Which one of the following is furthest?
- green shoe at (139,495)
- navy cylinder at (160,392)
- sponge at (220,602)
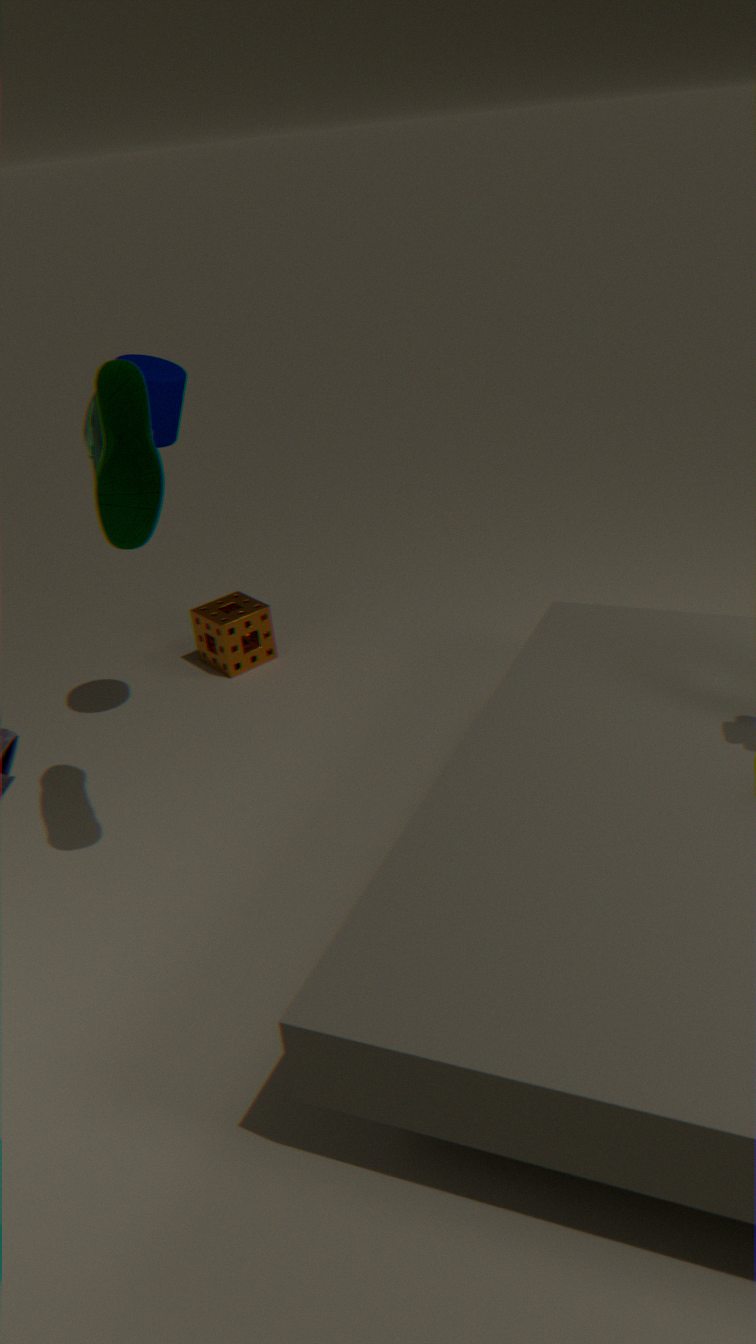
sponge at (220,602)
